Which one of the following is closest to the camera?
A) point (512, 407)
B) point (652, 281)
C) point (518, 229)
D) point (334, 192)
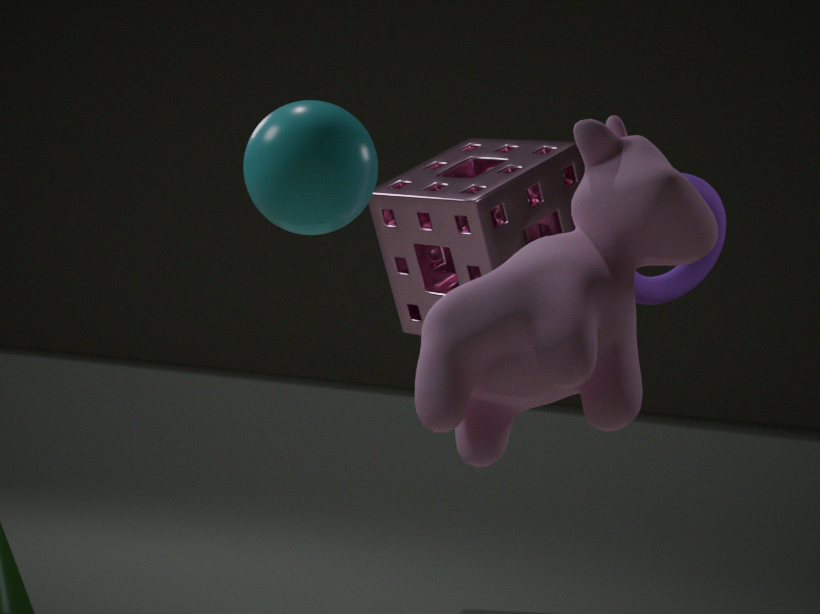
point (334, 192)
